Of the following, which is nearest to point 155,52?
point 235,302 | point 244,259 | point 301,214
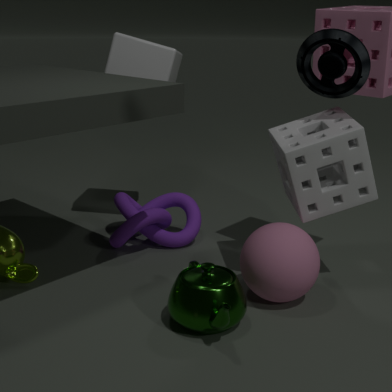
point 301,214
